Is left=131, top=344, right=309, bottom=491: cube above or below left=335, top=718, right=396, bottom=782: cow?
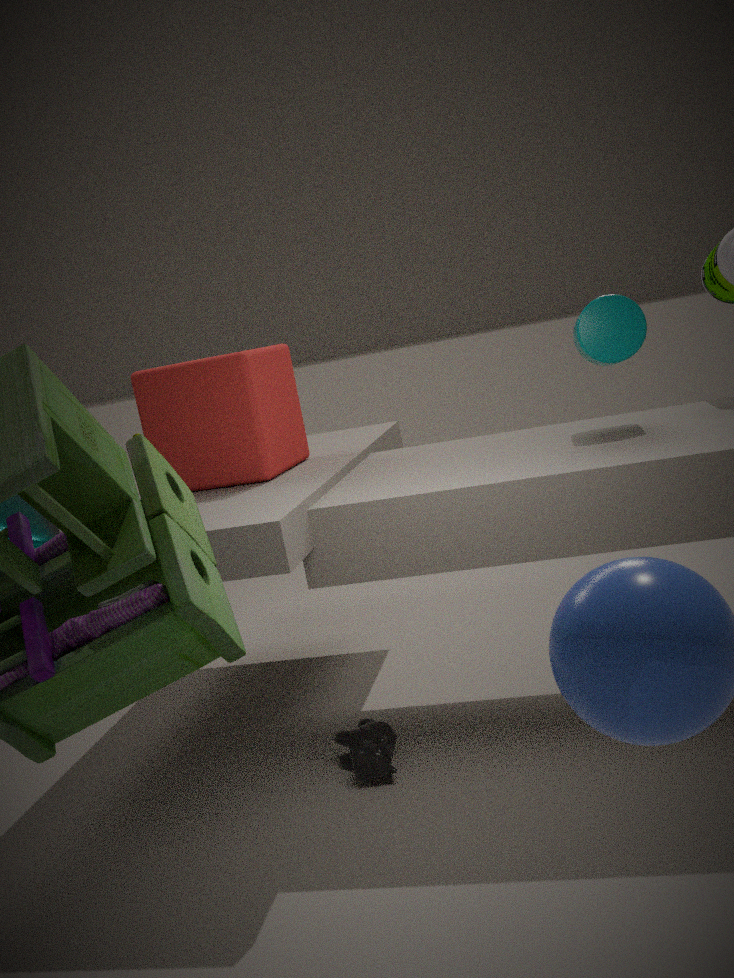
above
